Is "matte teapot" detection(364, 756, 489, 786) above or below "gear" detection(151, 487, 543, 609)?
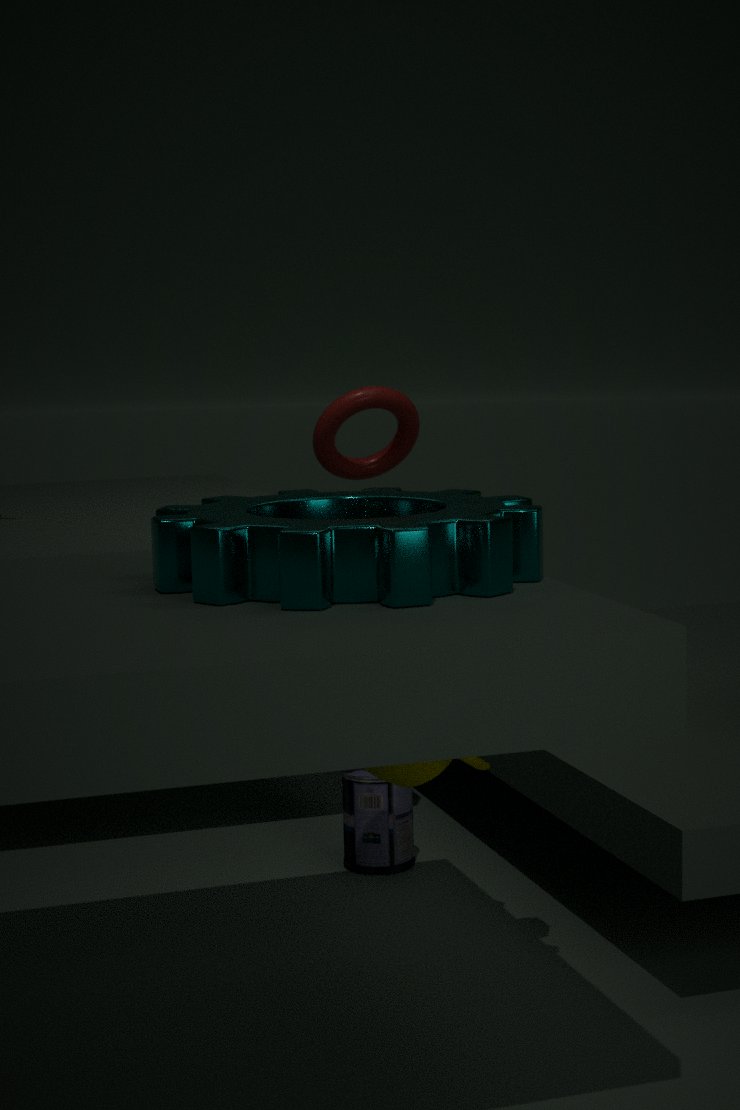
below
